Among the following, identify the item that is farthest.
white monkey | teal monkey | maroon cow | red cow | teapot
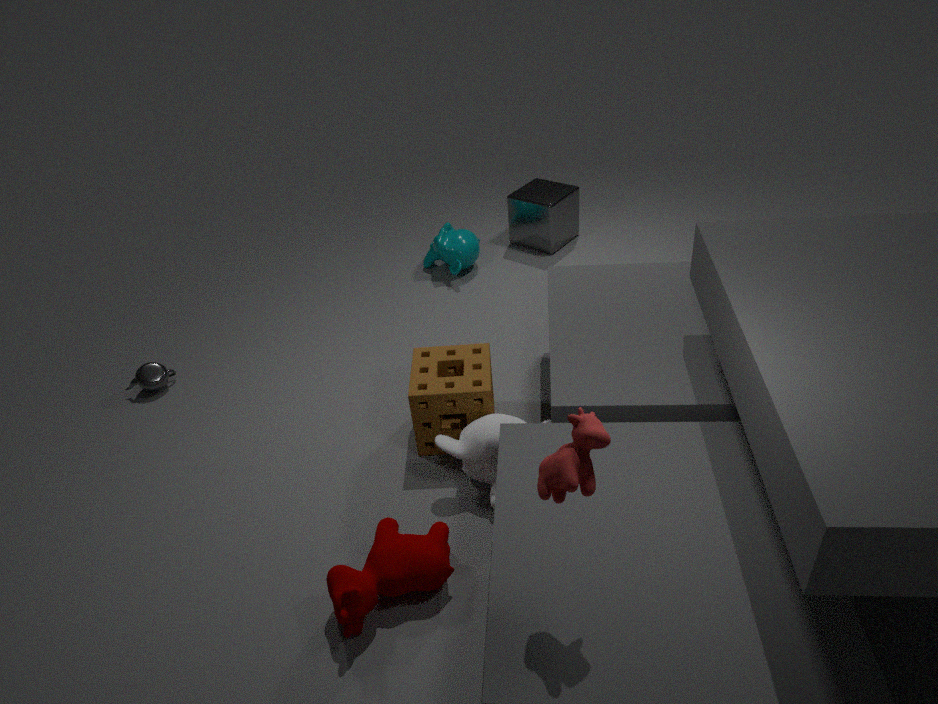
teal monkey
